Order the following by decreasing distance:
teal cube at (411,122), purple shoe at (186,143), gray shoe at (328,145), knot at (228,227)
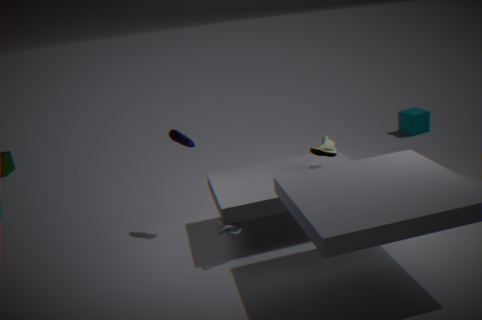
1. teal cube at (411,122)
2. purple shoe at (186,143)
3. gray shoe at (328,145)
4. knot at (228,227)
